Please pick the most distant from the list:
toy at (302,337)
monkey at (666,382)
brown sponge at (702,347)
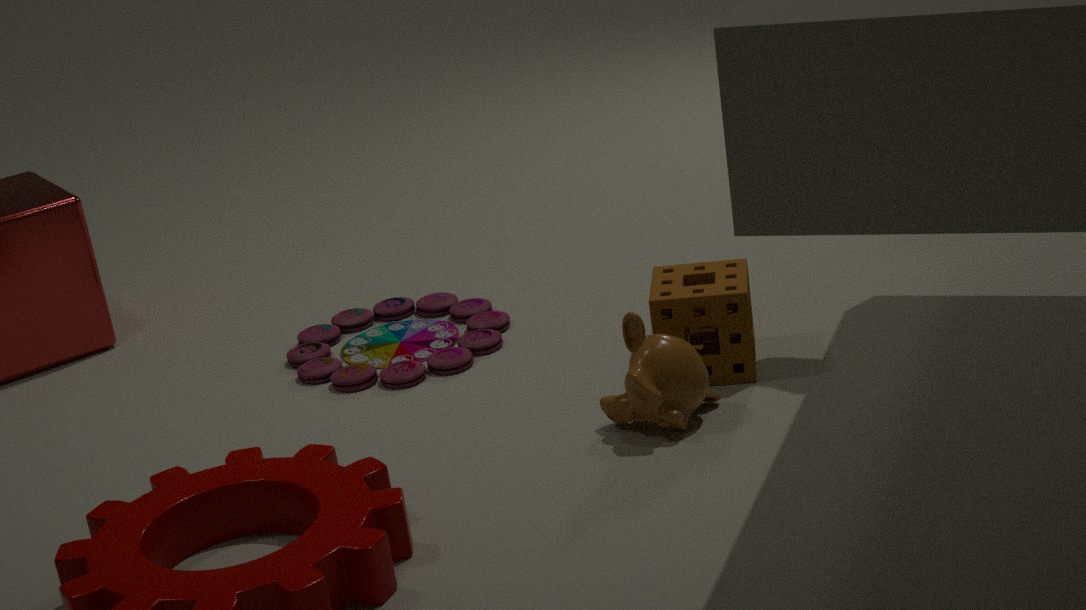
toy at (302,337)
